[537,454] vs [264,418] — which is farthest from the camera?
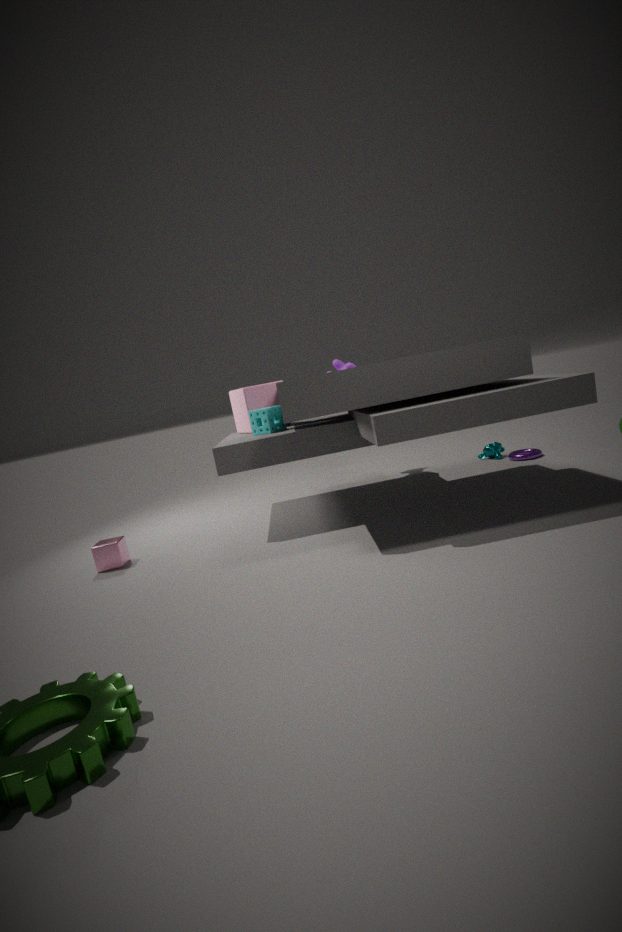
[537,454]
